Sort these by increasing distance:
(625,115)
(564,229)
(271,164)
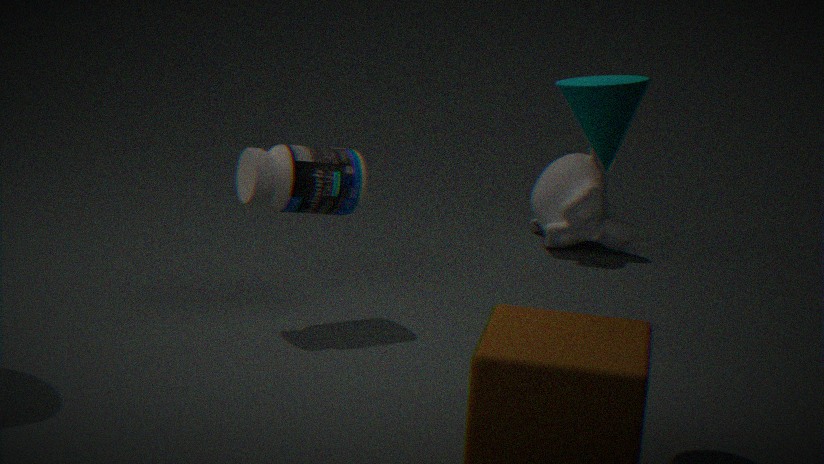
(625,115) < (271,164) < (564,229)
